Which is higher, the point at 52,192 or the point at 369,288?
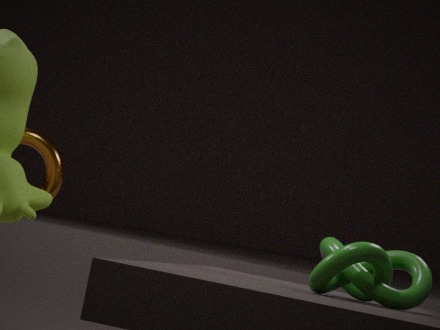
the point at 52,192
